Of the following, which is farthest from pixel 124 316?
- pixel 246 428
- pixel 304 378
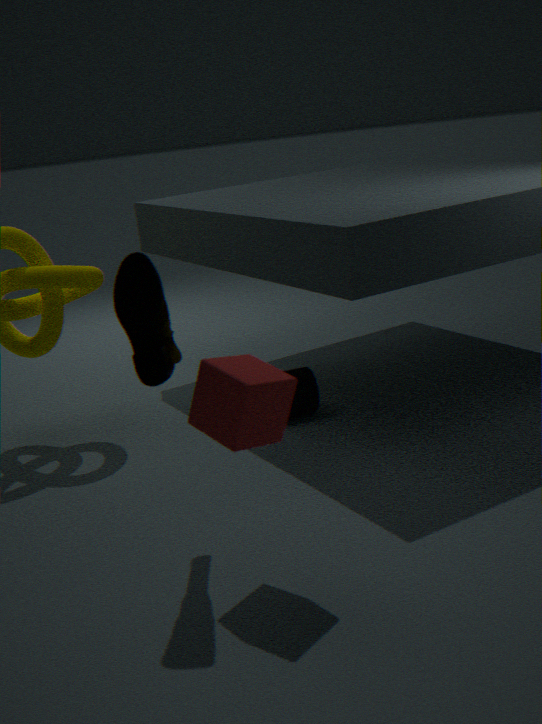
pixel 304 378
